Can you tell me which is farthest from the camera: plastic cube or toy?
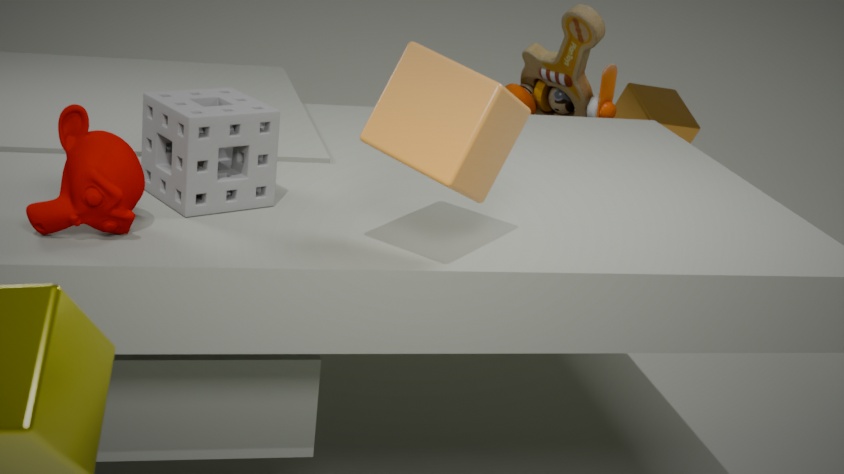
toy
